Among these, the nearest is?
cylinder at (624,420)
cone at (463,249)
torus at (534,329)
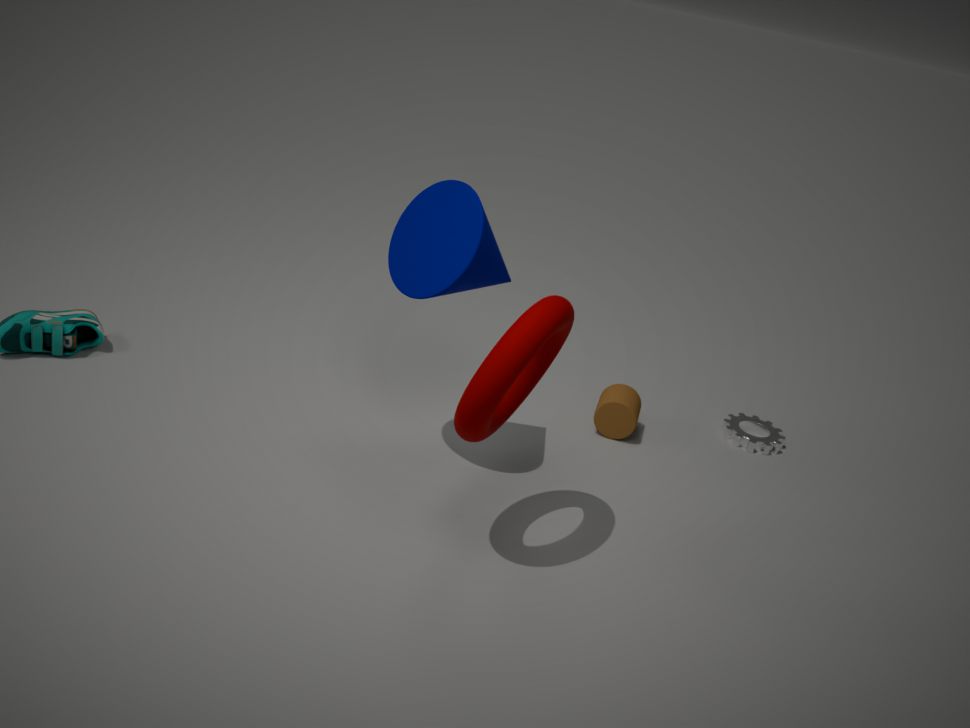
torus at (534,329)
